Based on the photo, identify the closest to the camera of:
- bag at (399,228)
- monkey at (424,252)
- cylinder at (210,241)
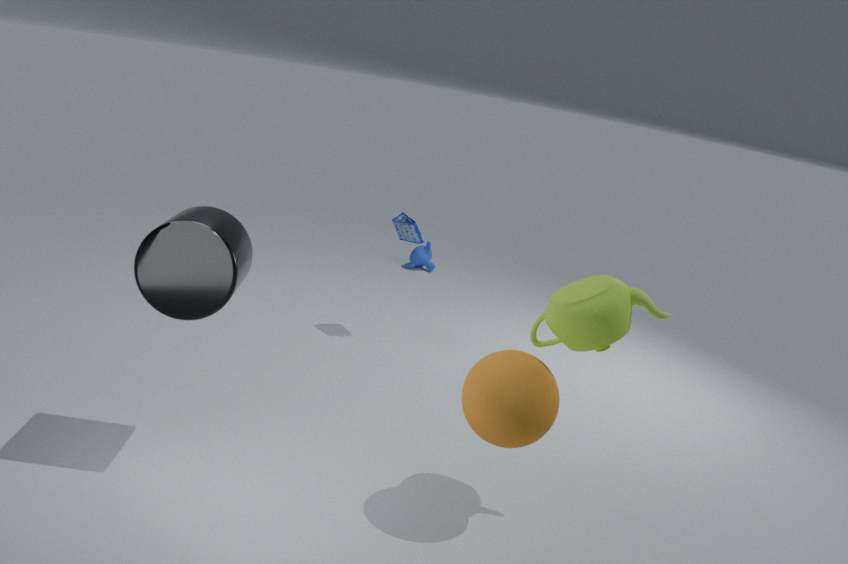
cylinder at (210,241)
